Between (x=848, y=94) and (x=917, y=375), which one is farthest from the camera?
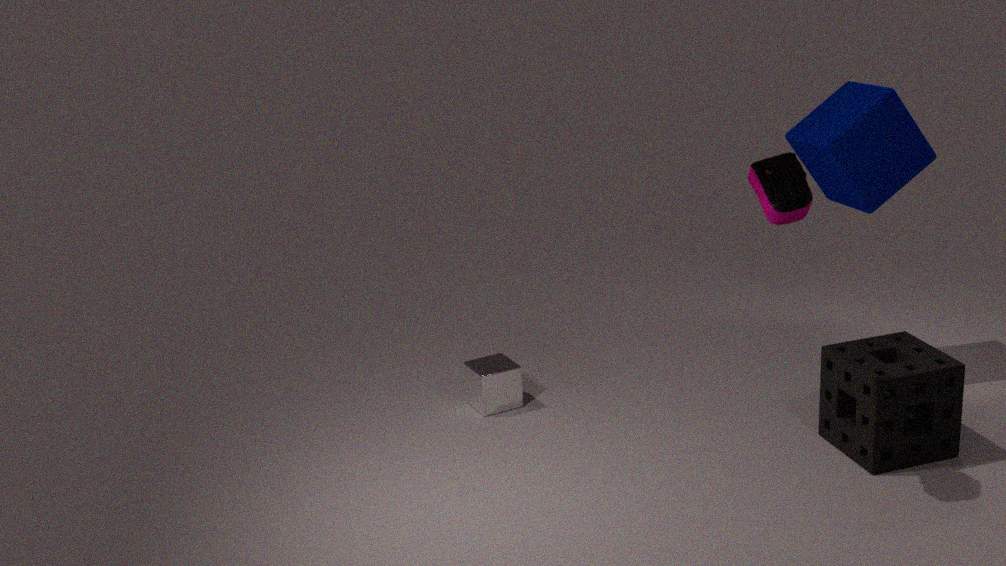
(x=848, y=94)
